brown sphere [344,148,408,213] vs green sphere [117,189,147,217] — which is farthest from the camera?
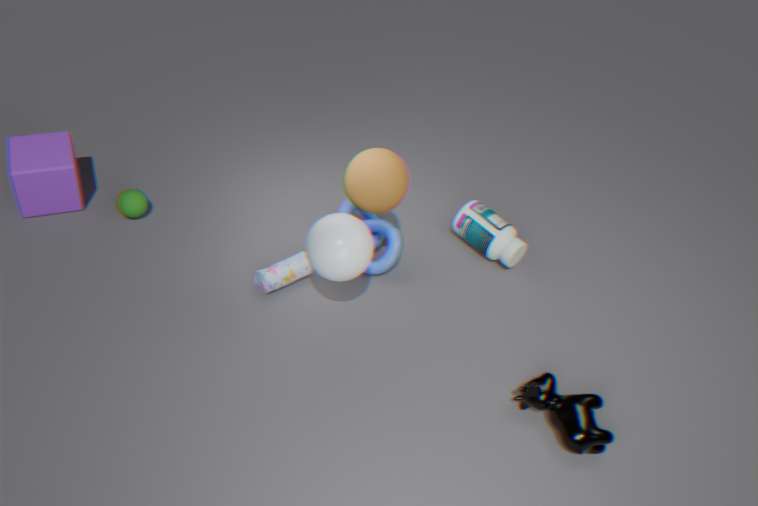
green sphere [117,189,147,217]
